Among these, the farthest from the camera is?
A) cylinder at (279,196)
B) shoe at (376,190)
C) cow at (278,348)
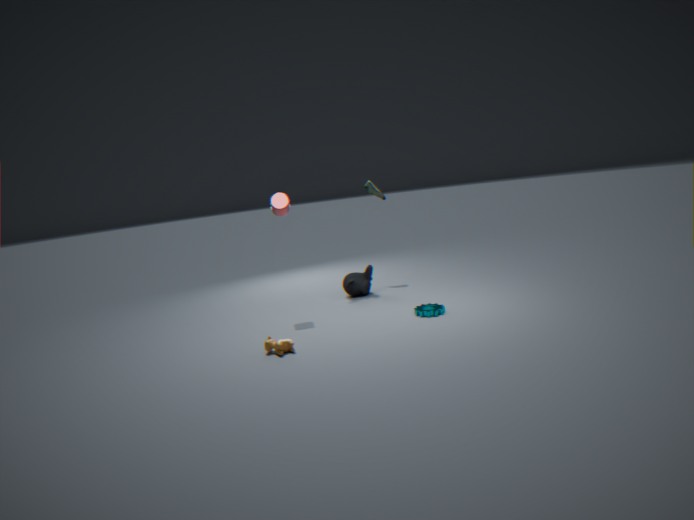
B. shoe at (376,190)
